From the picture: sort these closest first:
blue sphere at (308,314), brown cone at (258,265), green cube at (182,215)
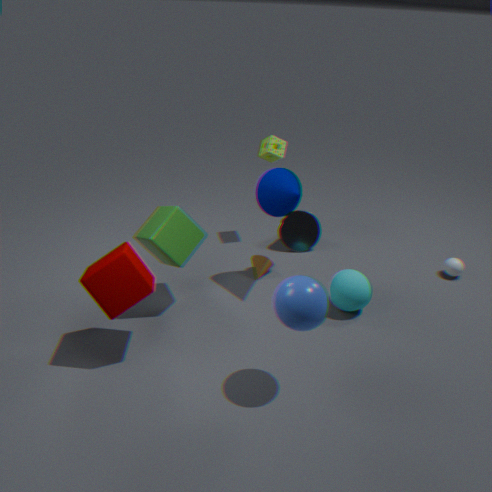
blue sphere at (308,314) < green cube at (182,215) < brown cone at (258,265)
